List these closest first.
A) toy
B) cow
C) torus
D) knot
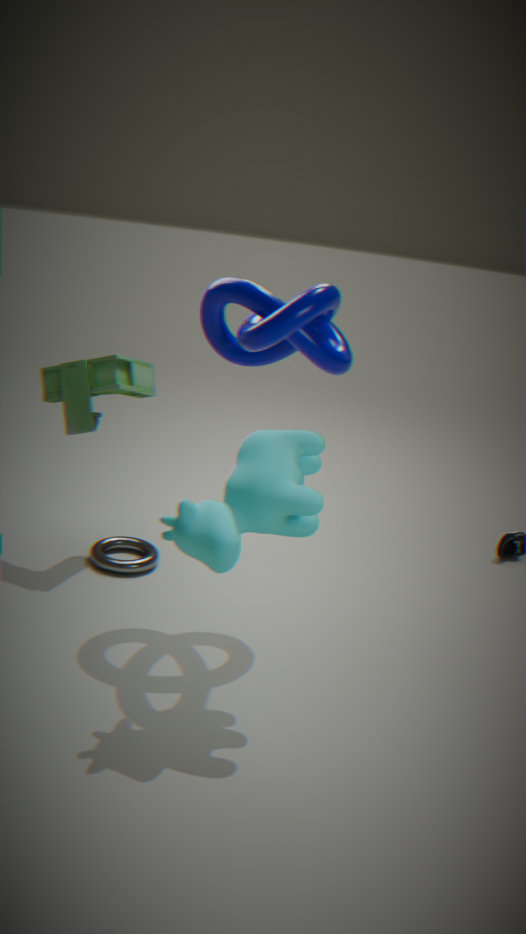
cow
knot
toy
torus
